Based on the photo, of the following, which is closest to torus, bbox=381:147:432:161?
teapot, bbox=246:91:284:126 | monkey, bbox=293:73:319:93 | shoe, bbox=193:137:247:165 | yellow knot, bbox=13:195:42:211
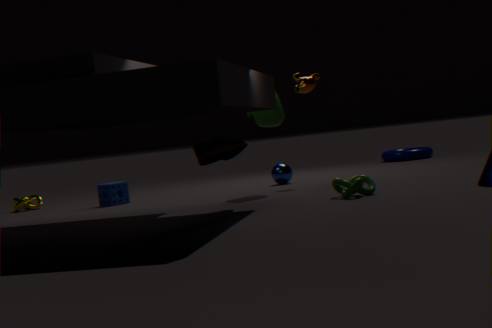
monkey, bbox=293:73:319:93
